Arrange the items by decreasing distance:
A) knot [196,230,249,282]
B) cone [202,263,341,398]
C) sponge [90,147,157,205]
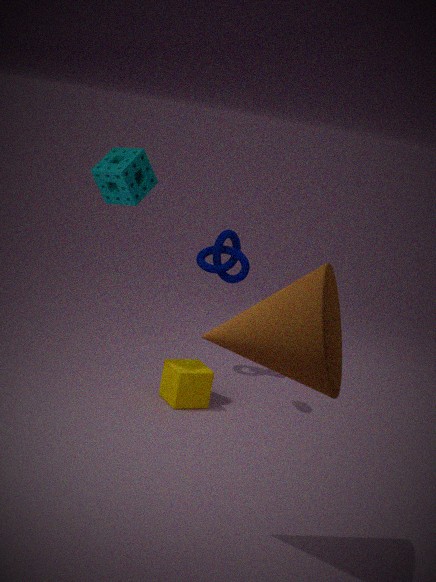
knot [196,230,249,282] → sponge [90,147,157,205] → cone [202,263,341,398]
